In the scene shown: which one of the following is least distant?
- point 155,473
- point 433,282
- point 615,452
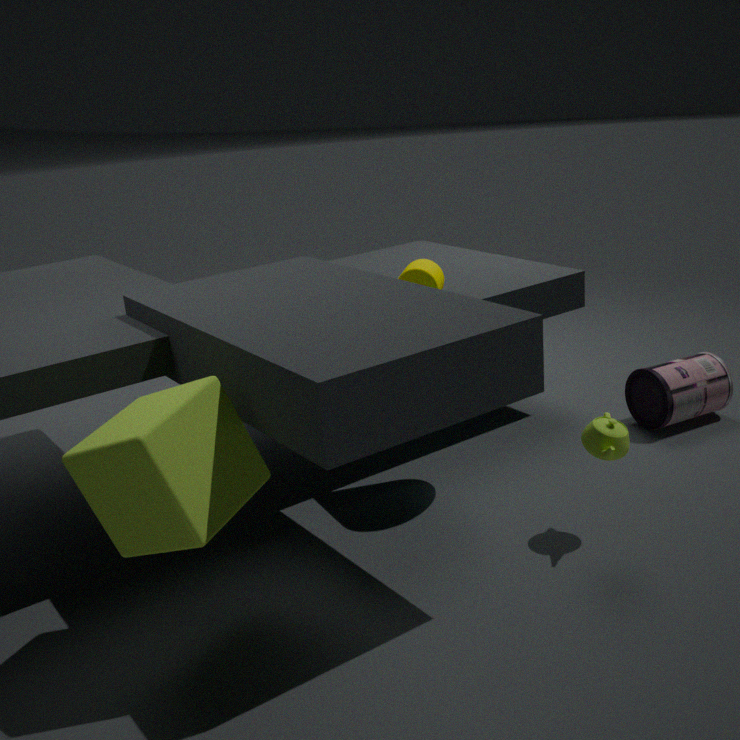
point 155,473
